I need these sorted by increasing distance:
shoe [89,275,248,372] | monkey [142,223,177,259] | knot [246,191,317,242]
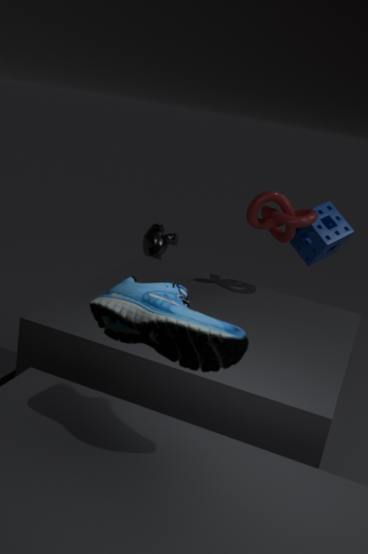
shoe [89,275,248,372] < knot [246,191,317,242] < monkey [142,223,177,259]
